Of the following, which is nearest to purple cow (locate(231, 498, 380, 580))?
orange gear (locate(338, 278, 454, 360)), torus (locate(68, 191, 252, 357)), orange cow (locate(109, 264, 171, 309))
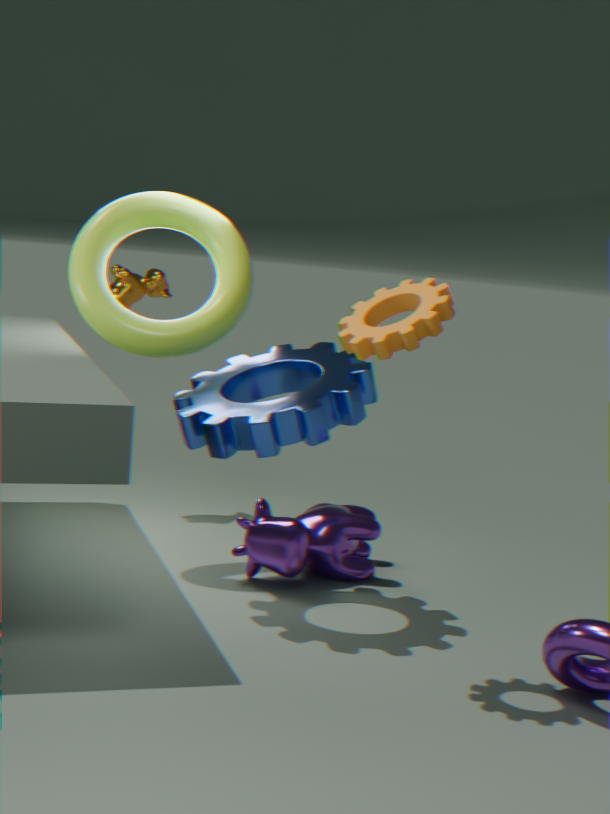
torus (locate(68, 191, 252, 357))
